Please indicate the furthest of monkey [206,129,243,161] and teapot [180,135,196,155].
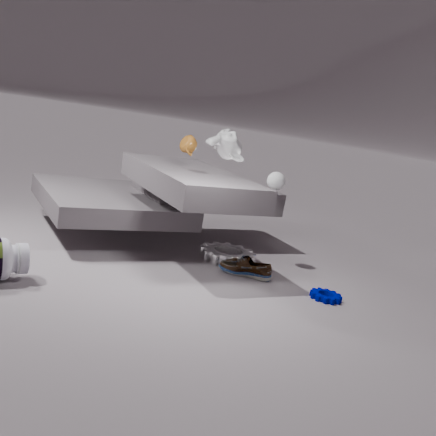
monkey [206,129,243,161]
